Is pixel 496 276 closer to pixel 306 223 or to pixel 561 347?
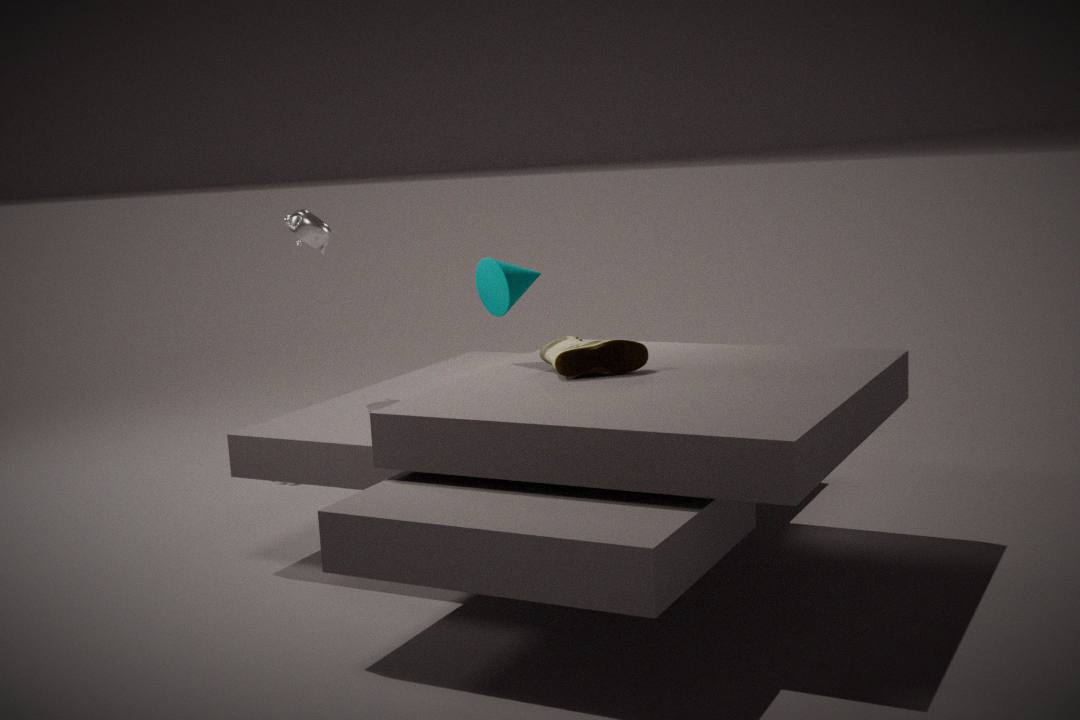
pixel 561 347
